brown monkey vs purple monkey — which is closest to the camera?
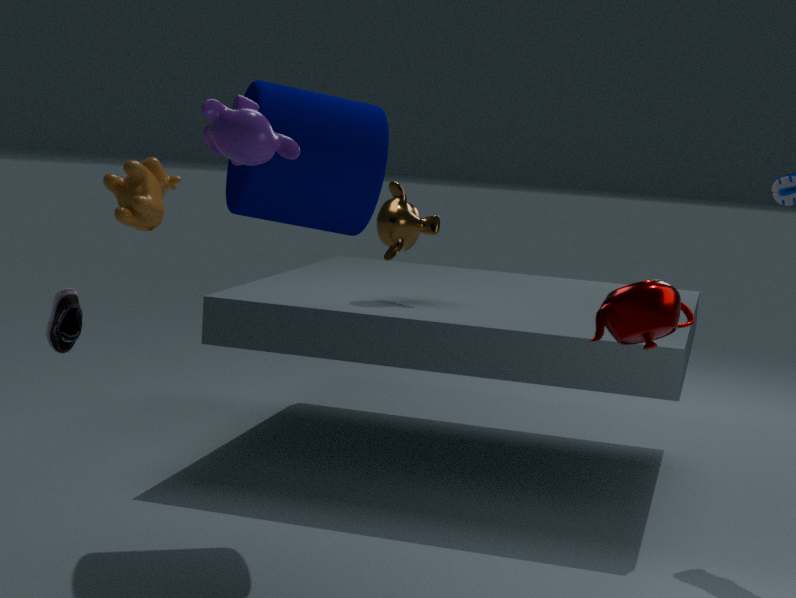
purple monkey
